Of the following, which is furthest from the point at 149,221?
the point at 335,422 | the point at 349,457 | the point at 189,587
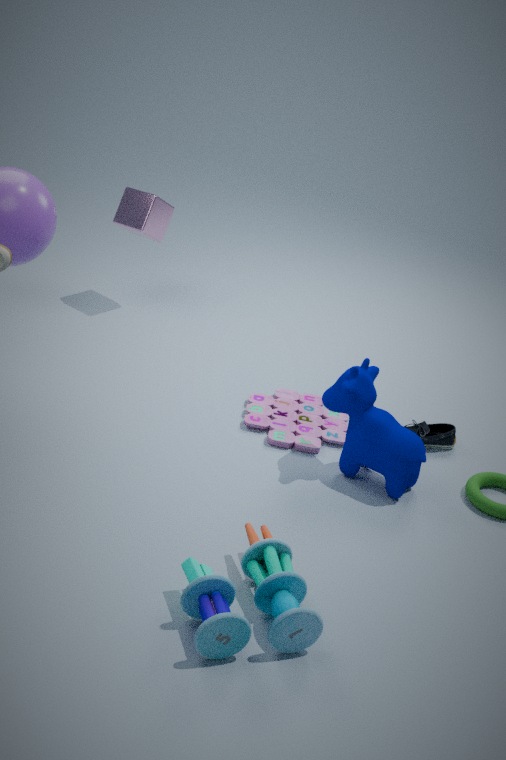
the point at 189,587
